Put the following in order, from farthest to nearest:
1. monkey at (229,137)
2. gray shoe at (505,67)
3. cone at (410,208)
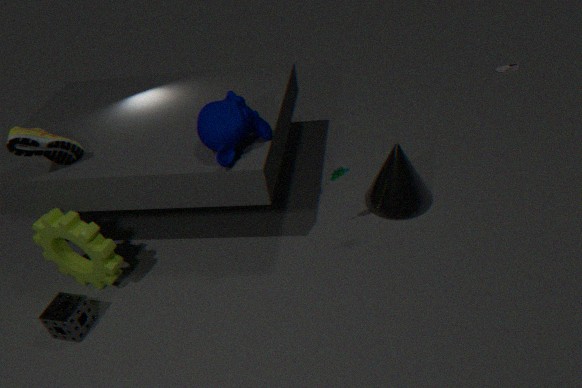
1. gray shoe at (505,67)
2. cone at (410,208)
3. monkey at (229,137)
